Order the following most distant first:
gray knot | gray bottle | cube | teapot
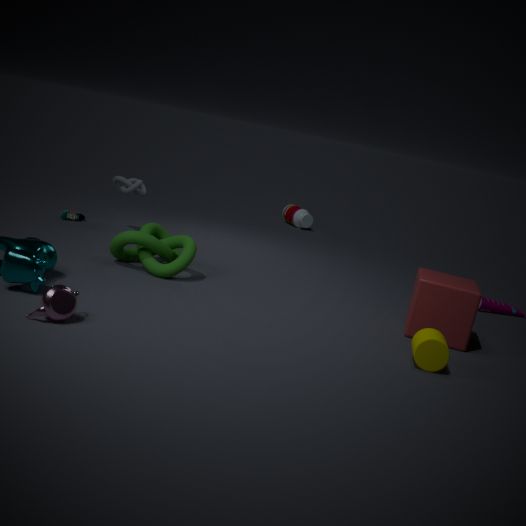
1. gray bottle
2. gray knot
3. cube
4. teapot
